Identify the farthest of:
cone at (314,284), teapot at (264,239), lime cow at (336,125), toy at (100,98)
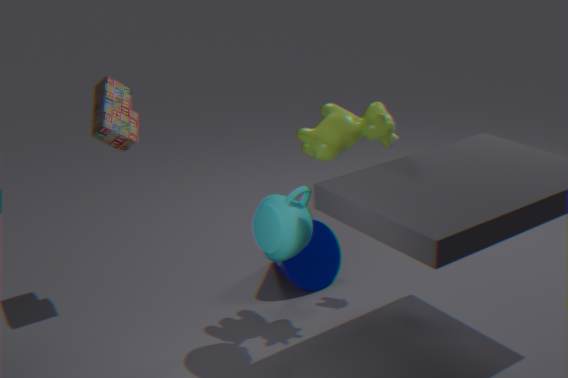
cone at (314,284)
